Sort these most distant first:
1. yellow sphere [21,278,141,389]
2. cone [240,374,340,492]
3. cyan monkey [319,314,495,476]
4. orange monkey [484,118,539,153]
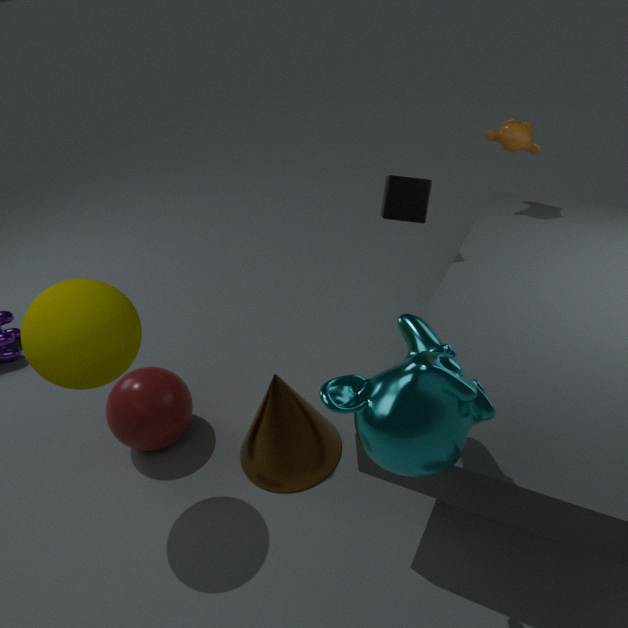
orange monkey [484,118,539,153]
cone [240,374,340,492]
yellow sphere [21,278,141,389]
cyan monkey [319,314,495,476]
